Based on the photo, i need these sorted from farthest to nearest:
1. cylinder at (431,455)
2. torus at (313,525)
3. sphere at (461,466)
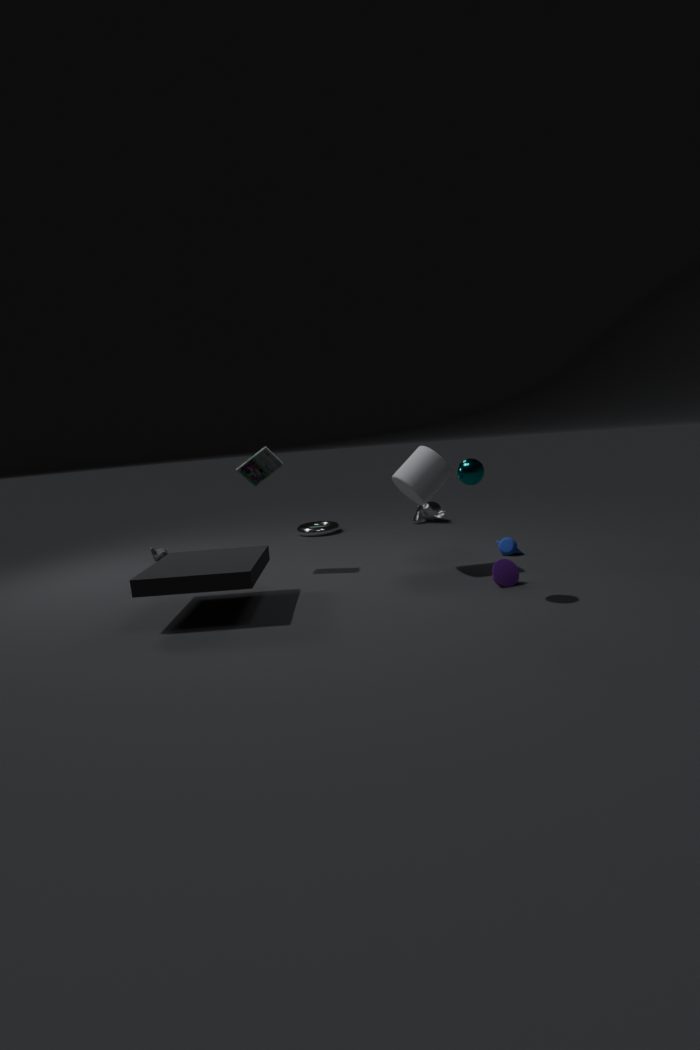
torus at (313,525) → cylinder at (431,455) → sphere at (461,466)
